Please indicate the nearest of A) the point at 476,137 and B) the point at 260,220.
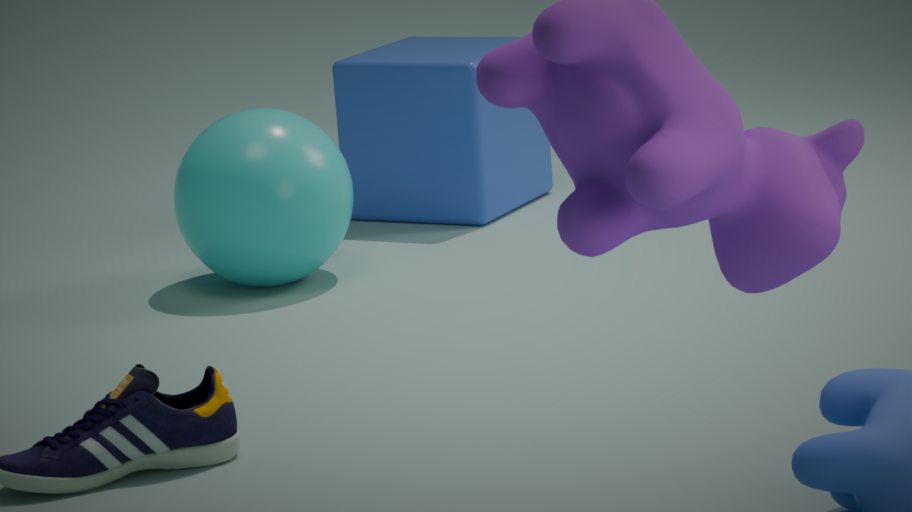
B. the point at 260,220
